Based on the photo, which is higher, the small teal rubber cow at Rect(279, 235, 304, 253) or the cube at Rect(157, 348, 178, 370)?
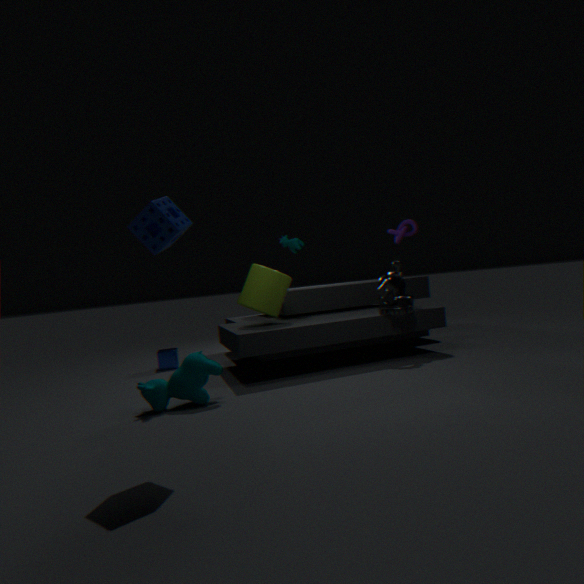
the small teal rubber cow at Rect(279, 235, 304, 253)
